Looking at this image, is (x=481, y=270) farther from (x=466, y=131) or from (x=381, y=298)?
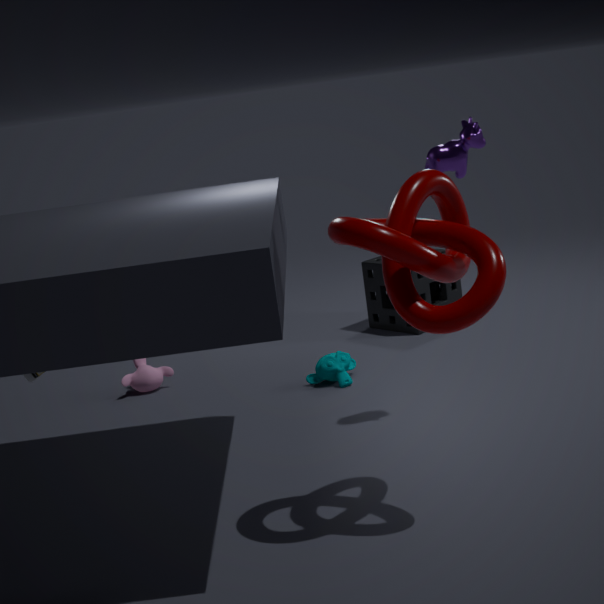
(x=381, y=298)
